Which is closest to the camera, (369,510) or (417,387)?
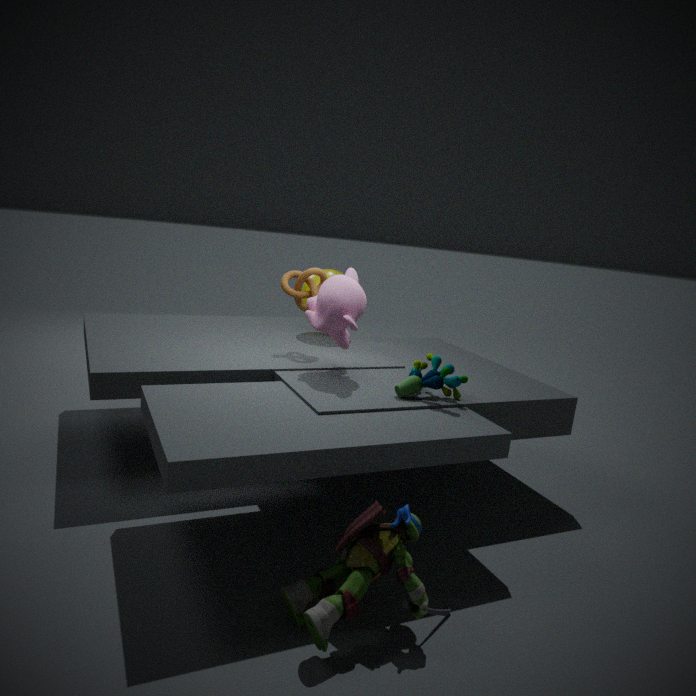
(369,510)
